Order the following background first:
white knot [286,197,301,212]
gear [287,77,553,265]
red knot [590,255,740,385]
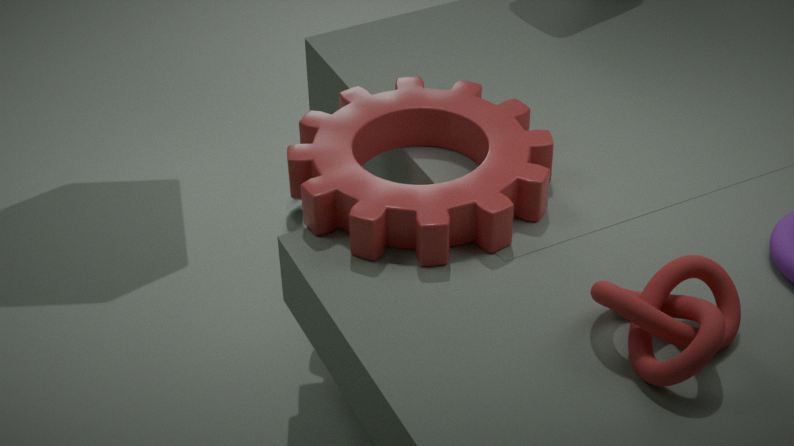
white knot [286,197,301,212], gear [287,77,553,265], red knot [590,255,740,385]
